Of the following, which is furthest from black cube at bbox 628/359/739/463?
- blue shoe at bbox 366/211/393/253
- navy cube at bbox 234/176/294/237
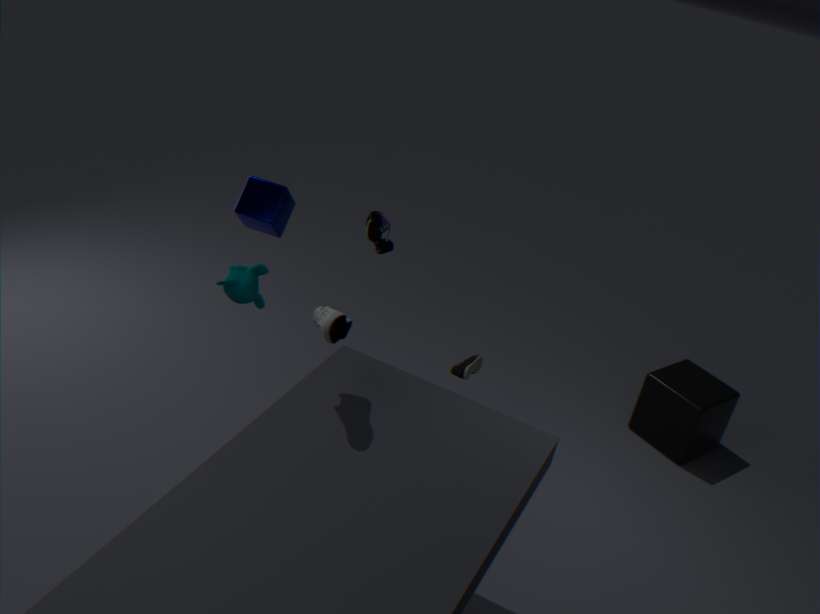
navy cube at bbox 234/176/294/237
